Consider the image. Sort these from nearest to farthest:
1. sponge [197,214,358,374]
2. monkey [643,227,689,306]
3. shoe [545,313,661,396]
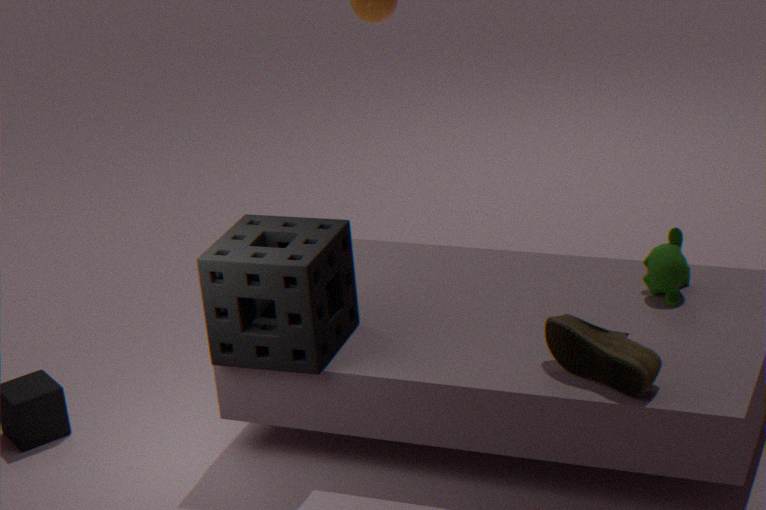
shoe [545,313,661,396] < sponge [197,214,358,374] < monkey [643,227,689,306]
